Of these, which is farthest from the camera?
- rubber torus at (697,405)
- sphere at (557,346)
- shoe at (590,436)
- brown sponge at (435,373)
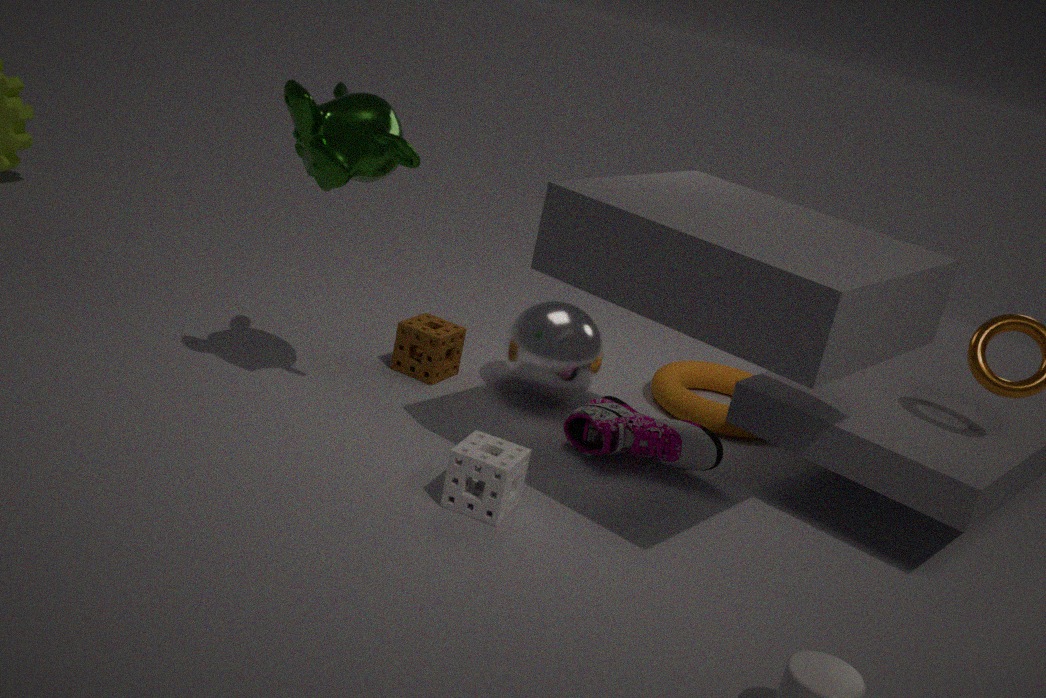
rubber torus at (697,405)
